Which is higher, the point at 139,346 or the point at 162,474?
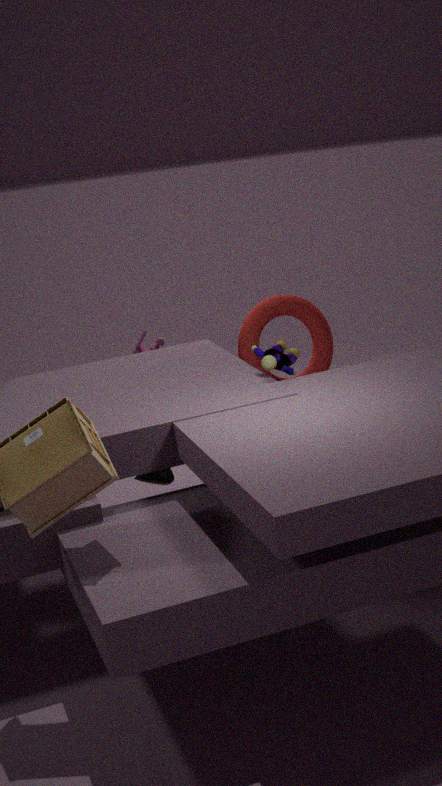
the point at 139,346
